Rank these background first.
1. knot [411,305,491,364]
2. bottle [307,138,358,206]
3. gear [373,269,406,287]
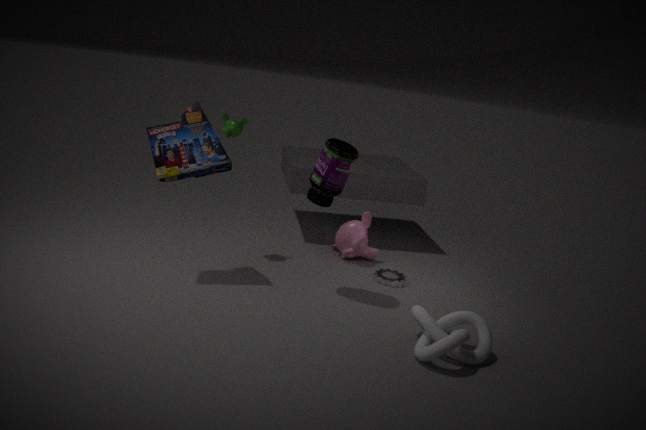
gear [373,269,406,287] → bottle [307,138,358,206] → knot [411,305,491,364]
